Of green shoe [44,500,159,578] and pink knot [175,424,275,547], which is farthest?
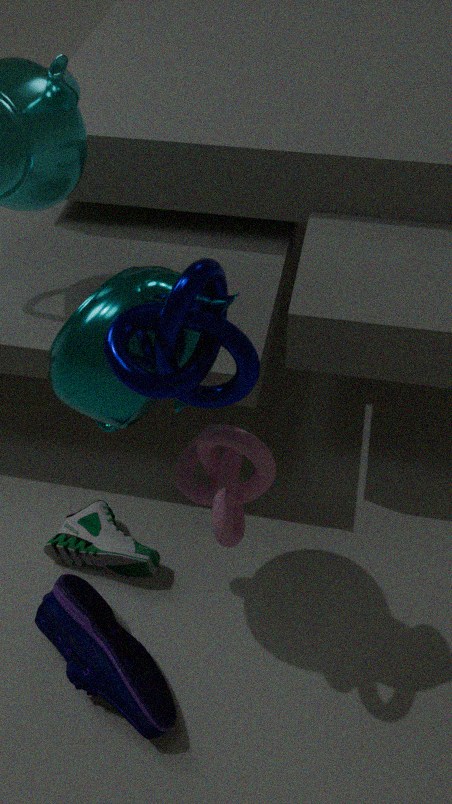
green shoe [44,500,159,578]
